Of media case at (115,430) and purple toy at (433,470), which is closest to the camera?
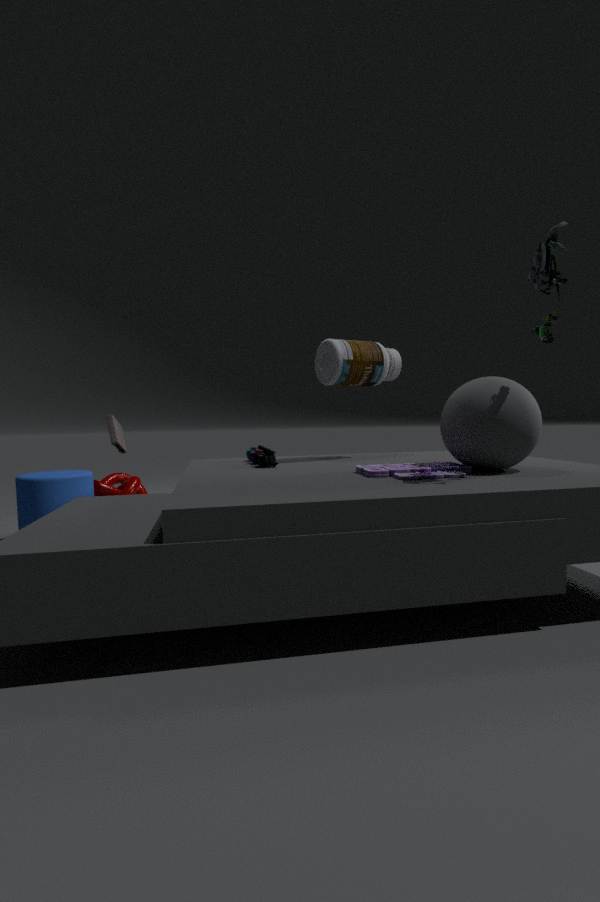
purple toy at (433,470)
